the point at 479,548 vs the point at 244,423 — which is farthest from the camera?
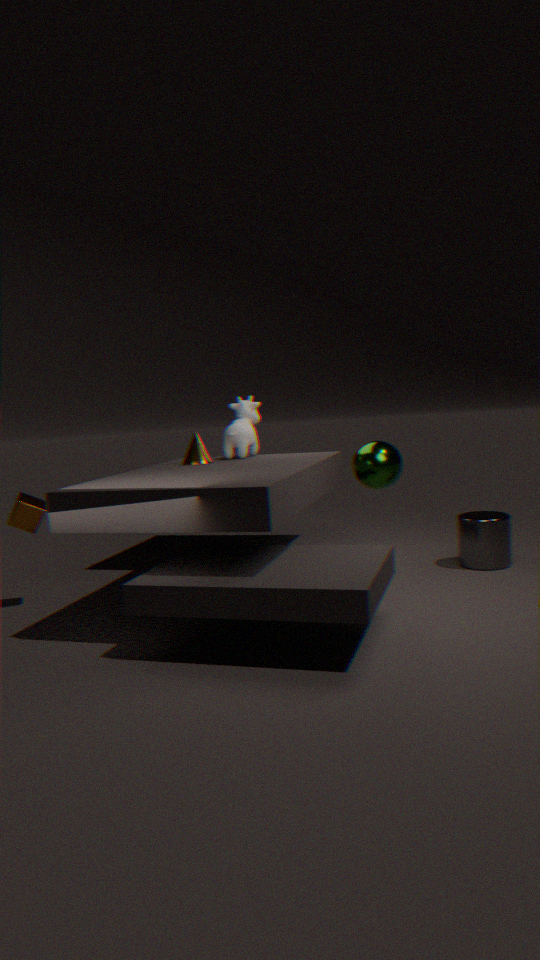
the point at 244,423
